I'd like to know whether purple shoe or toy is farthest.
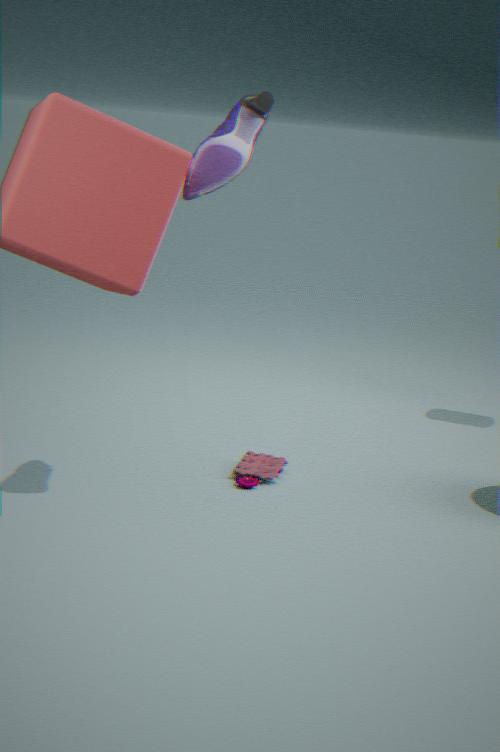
toy
